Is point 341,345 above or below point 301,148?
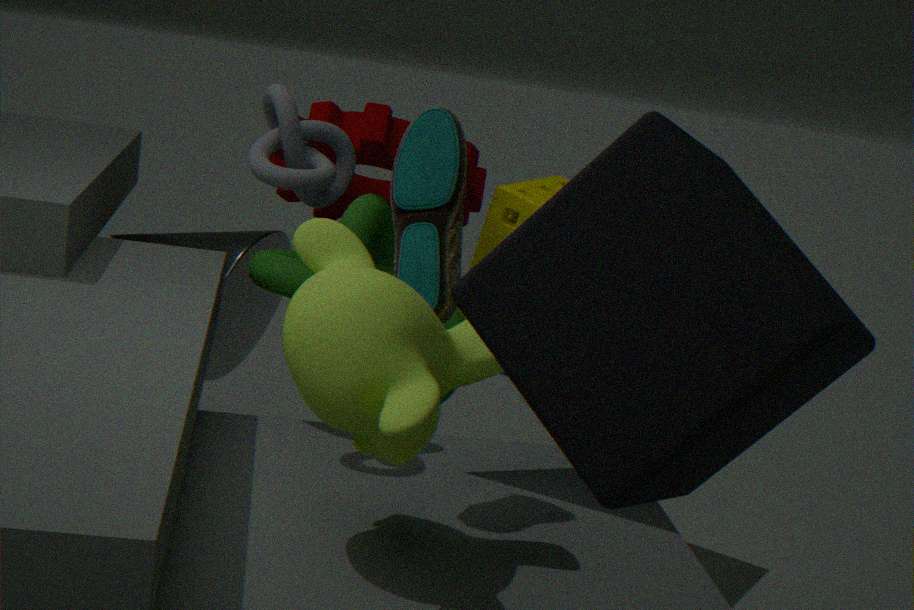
below
